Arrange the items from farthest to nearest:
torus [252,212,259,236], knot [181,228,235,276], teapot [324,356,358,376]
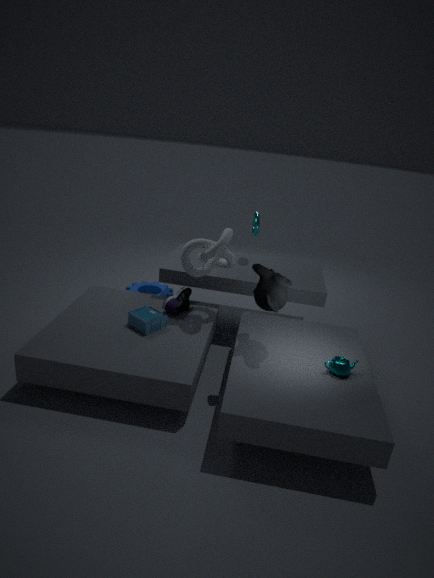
torus [252,212,259,236] → knot [181,228,235,276] → teapot [324,356,358,376]
